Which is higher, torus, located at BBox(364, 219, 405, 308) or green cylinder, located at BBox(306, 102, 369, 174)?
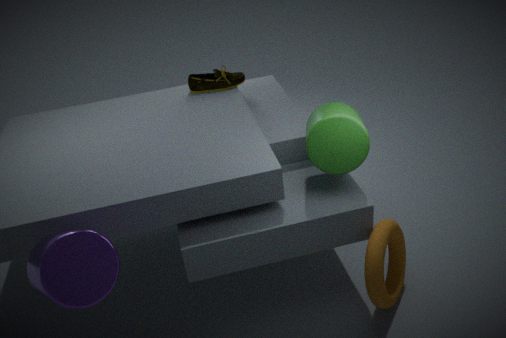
green cylinder, located at BBox(306, 102, 369, 174)
